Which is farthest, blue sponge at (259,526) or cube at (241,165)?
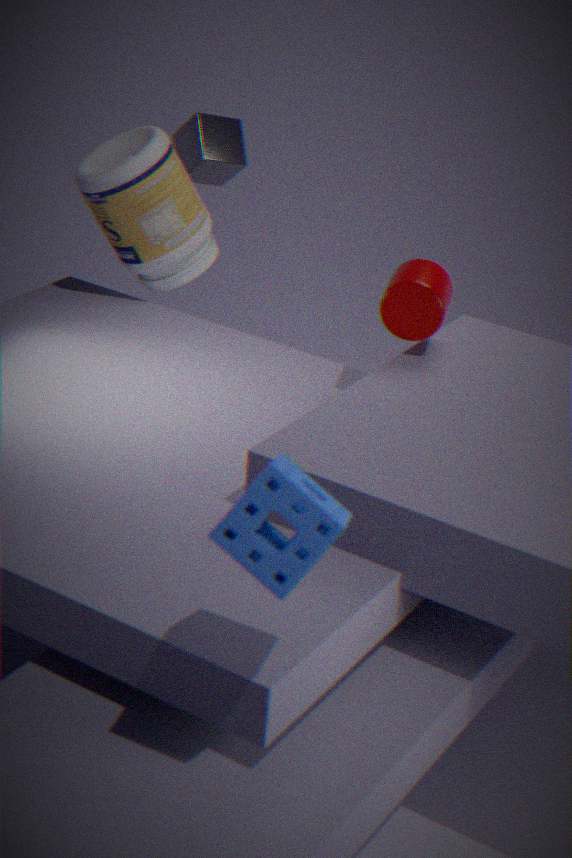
cube at (241,165)
